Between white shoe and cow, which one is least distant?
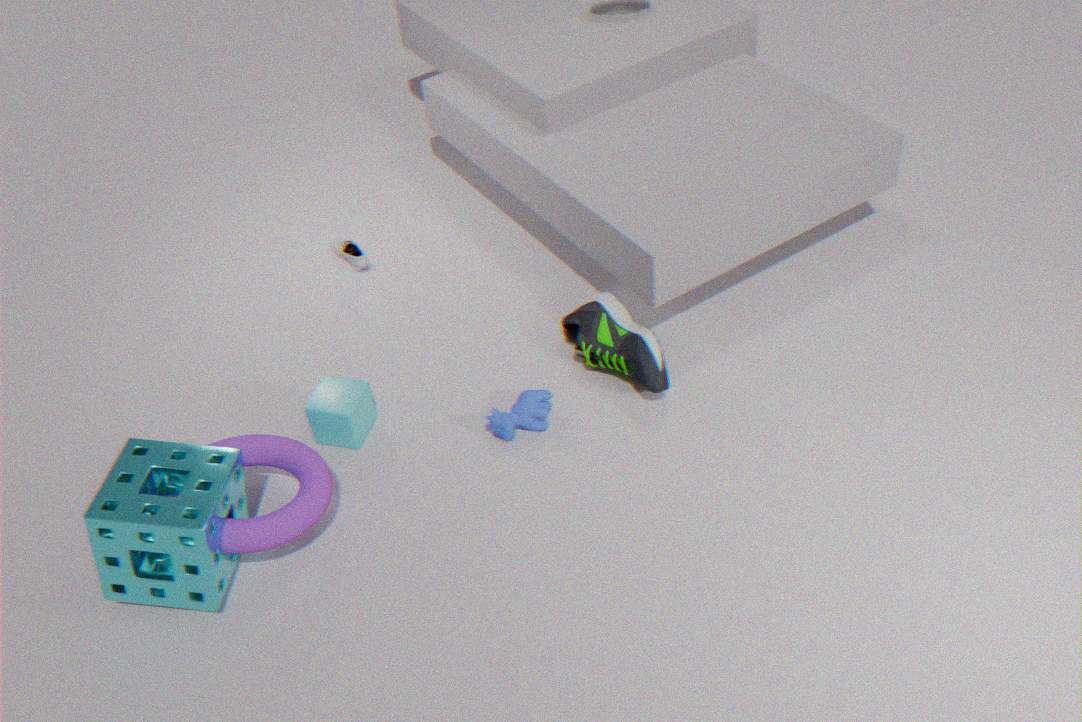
cow
